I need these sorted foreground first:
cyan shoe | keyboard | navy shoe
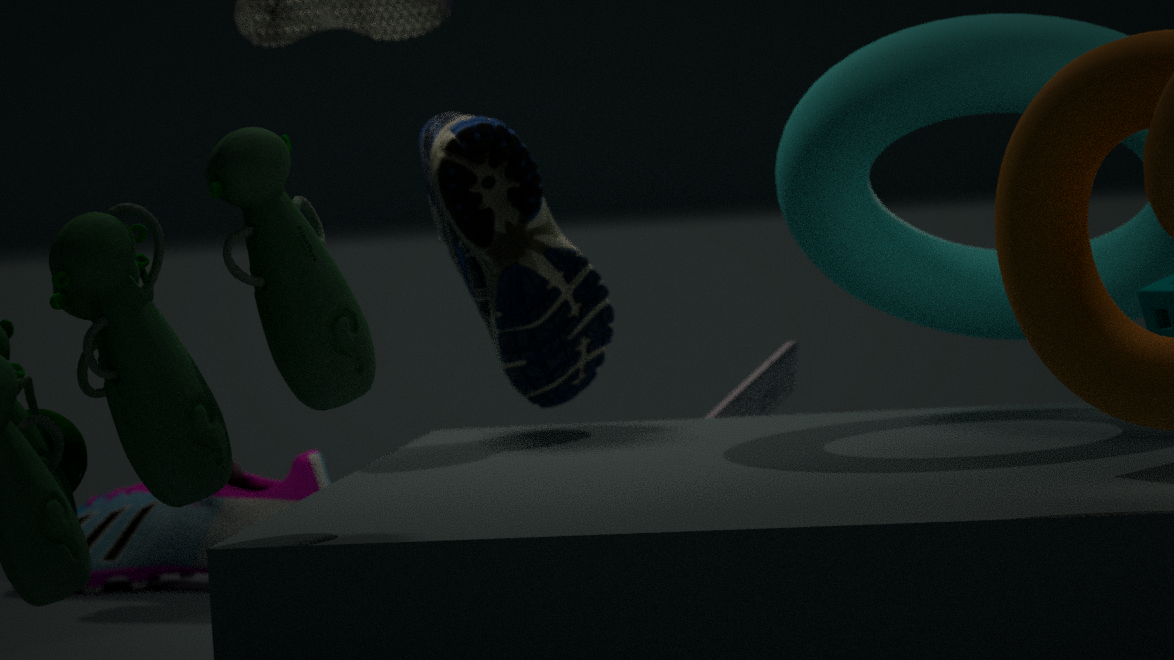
cyan shoe → keyboard → navy shoe
